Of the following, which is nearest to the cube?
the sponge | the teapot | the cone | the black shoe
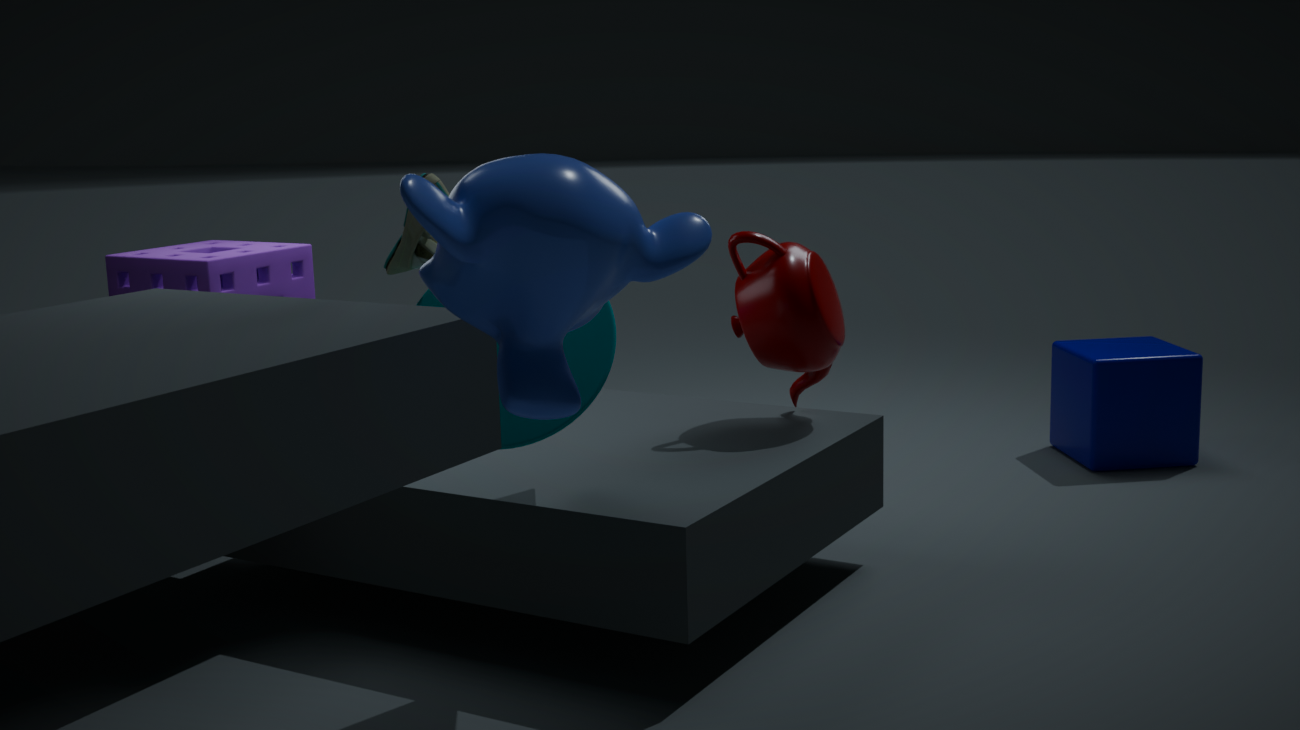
the teapot
